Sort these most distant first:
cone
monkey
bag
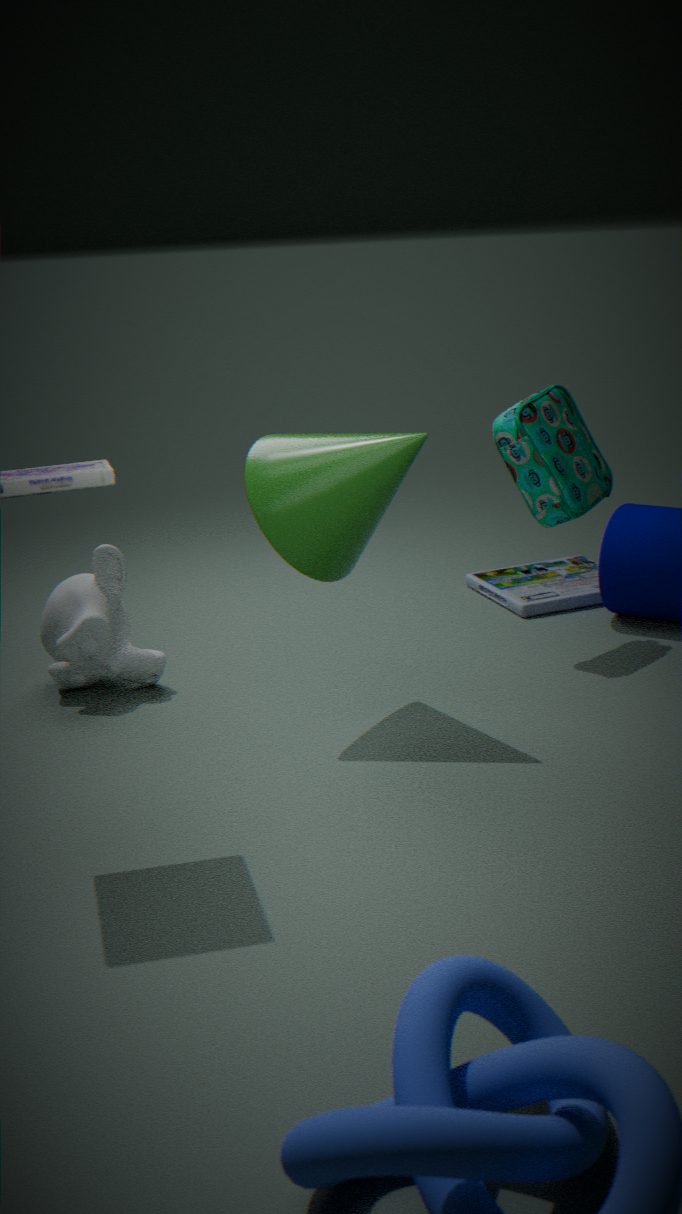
1. bag
2. monkey
3. cone
